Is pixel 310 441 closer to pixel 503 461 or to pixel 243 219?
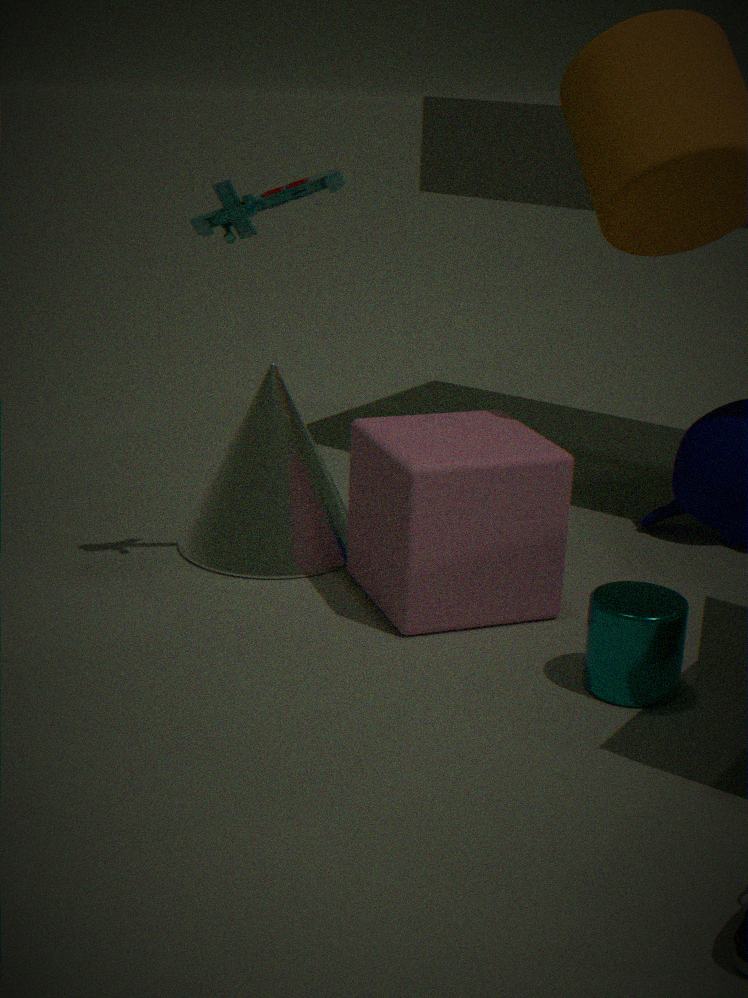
pixel 503 461
